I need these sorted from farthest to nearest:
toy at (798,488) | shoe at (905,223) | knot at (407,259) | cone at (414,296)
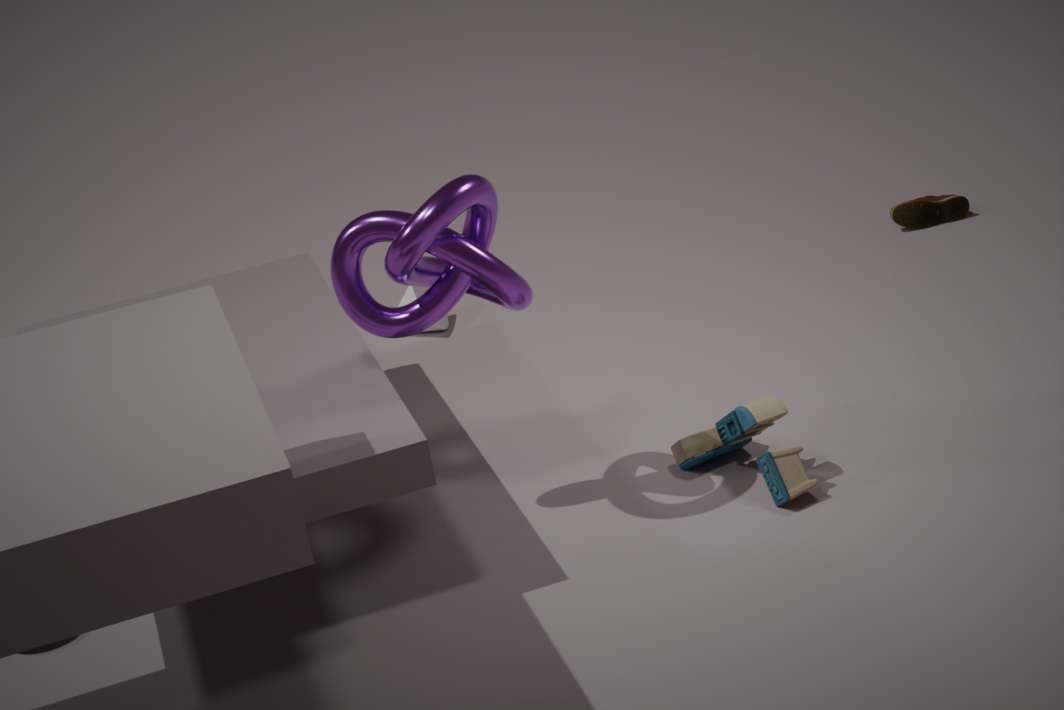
shoe at (905,223)
cone at (414,296)
toy at (798,488)
knot at (407,259)
